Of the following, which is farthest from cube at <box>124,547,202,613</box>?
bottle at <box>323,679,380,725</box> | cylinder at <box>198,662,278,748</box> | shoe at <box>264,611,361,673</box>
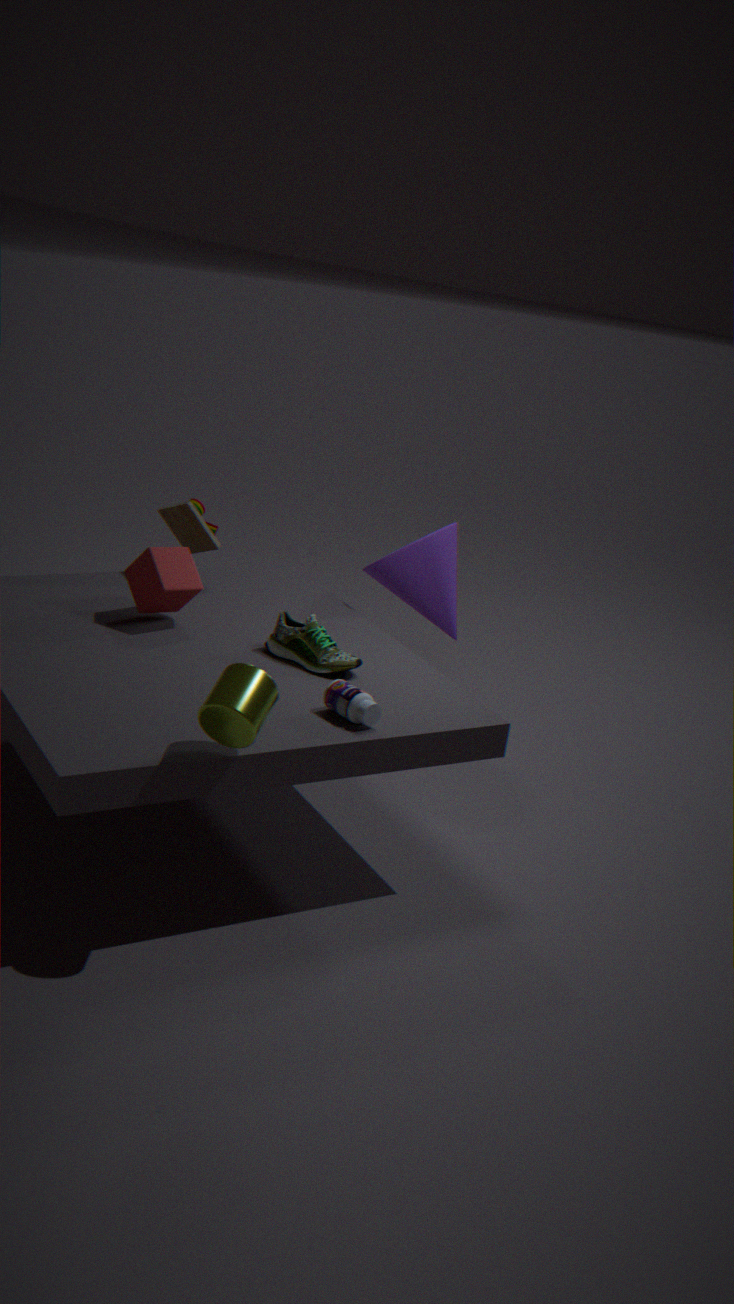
cylinder at <box>198,662,278,748</box>
